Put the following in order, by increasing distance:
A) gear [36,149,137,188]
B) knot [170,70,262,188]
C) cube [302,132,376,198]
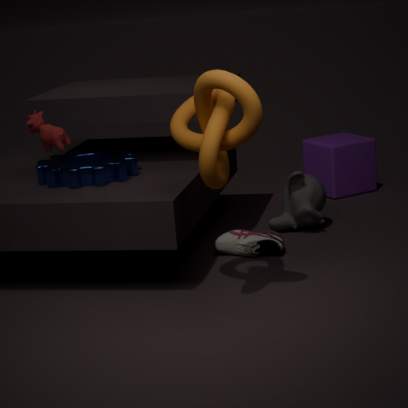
1. knot [170,70,262,188]
2. gear [36,149,137,188]
3. cube [302,132,376,198]
